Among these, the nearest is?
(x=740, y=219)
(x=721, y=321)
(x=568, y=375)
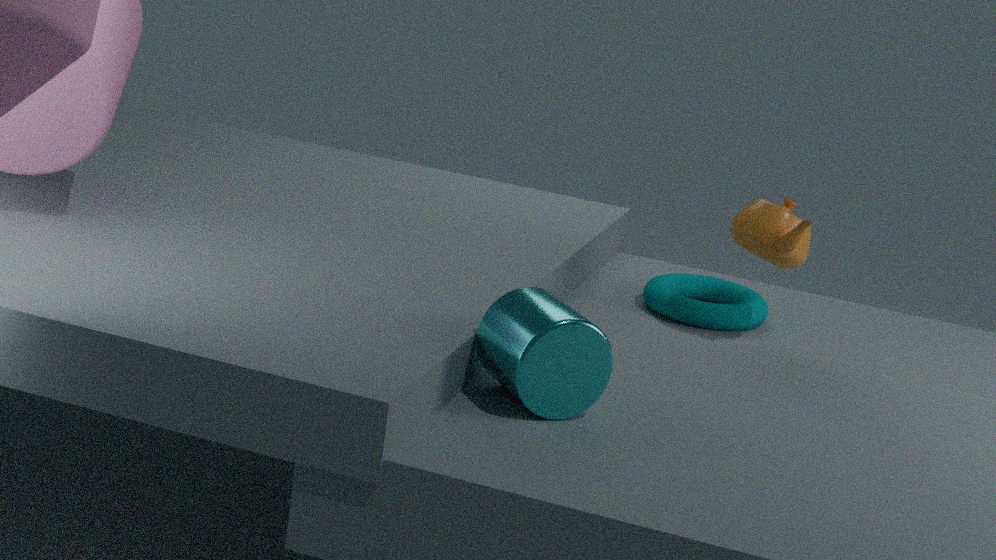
(x=568, y=375)
